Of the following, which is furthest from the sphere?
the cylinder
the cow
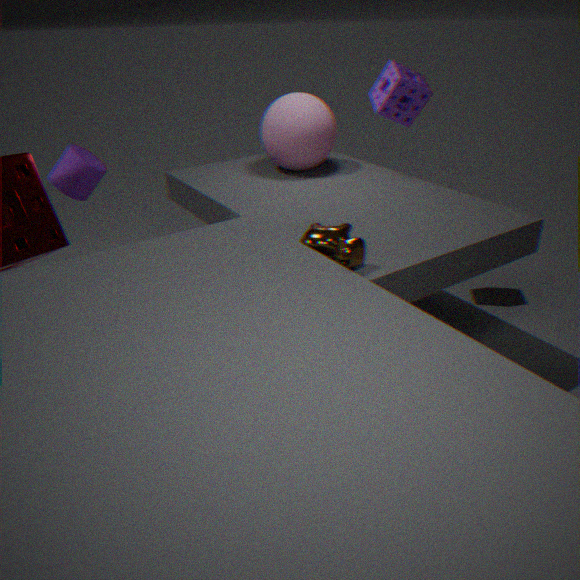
the cow
